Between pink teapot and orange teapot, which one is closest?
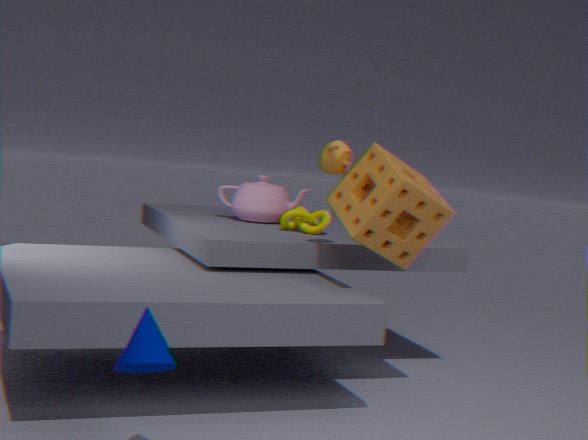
orange teapot
